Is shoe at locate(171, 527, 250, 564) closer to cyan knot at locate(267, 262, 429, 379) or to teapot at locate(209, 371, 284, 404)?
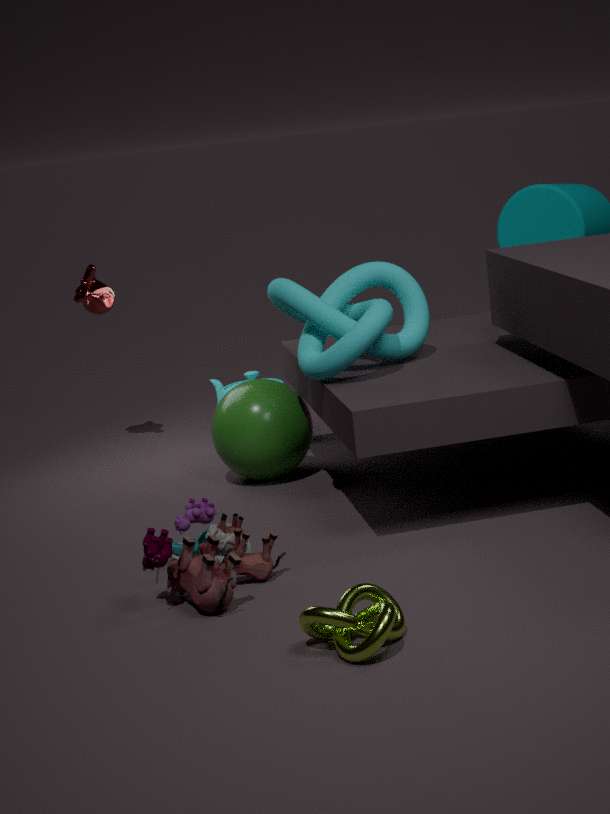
cyan knot at locate(267, 262, 429, 379)
